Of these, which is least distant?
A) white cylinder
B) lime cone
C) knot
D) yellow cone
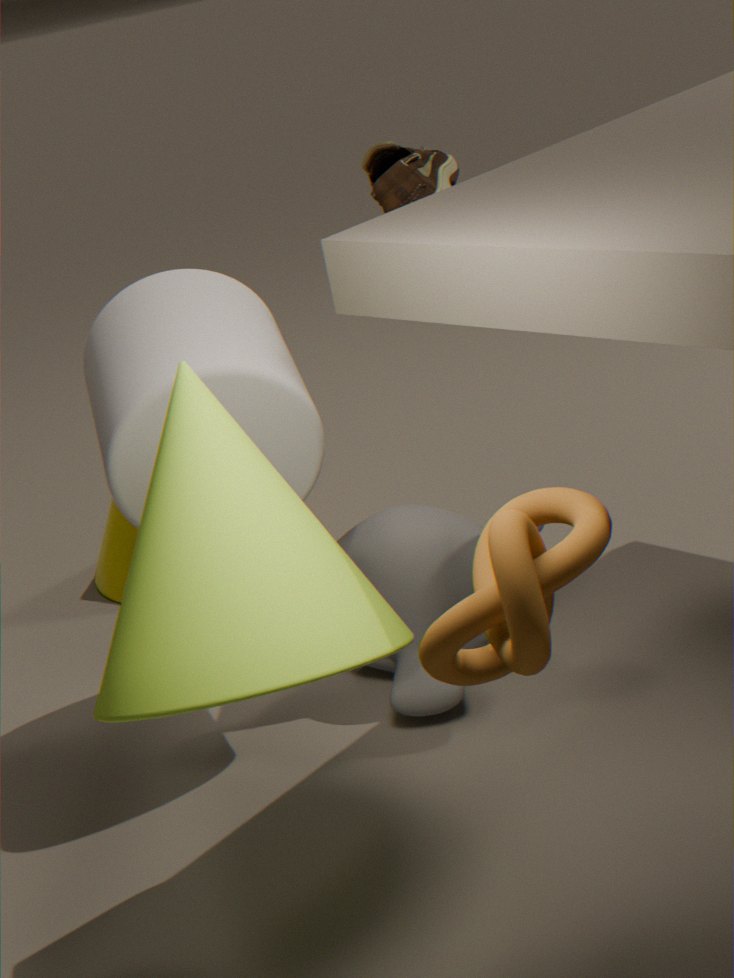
knot
